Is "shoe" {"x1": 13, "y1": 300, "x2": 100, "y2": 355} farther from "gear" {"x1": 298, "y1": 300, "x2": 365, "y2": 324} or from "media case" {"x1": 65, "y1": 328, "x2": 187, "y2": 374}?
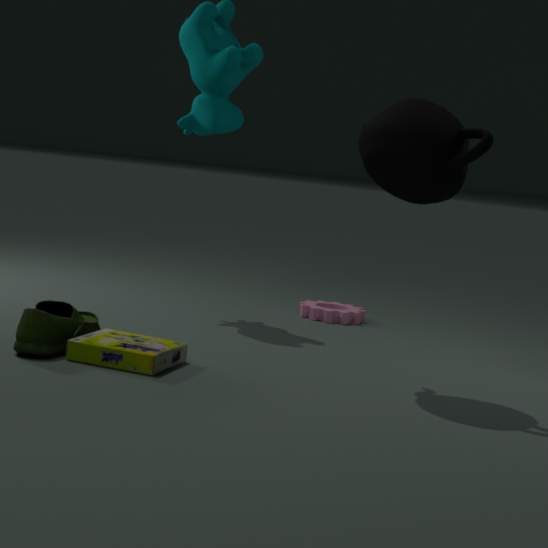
"gear" {"x1": 298, "y1": 300, "x2": 365, "y2": 324}
